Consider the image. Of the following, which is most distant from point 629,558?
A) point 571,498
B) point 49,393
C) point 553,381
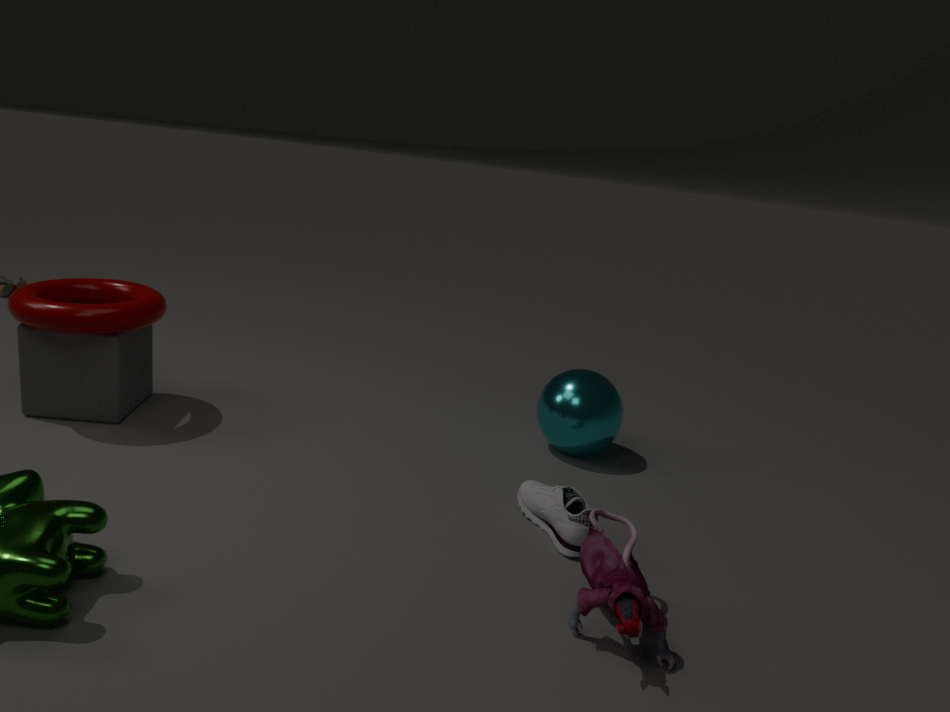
point 49,393
